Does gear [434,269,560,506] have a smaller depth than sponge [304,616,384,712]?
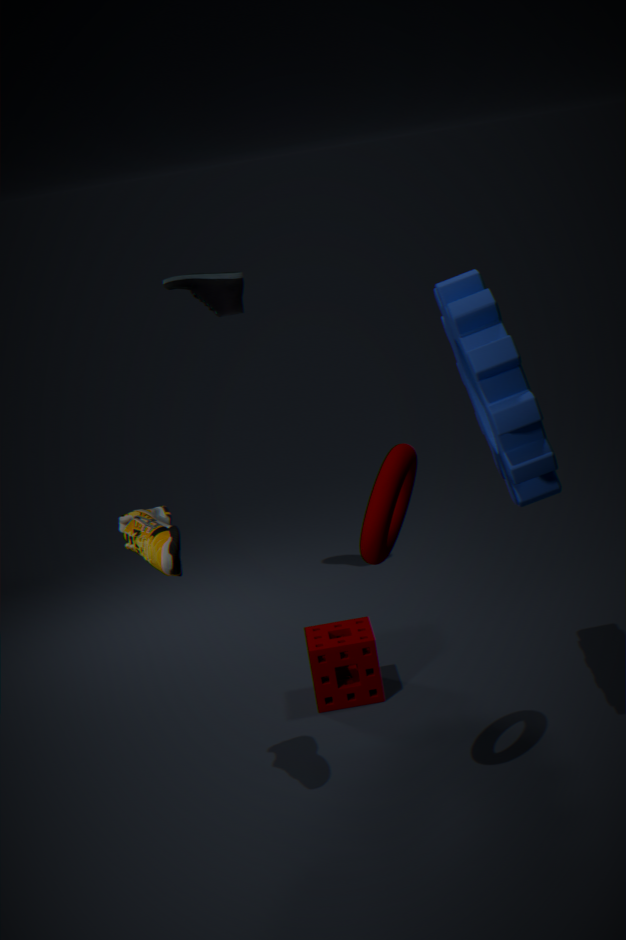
Yes
